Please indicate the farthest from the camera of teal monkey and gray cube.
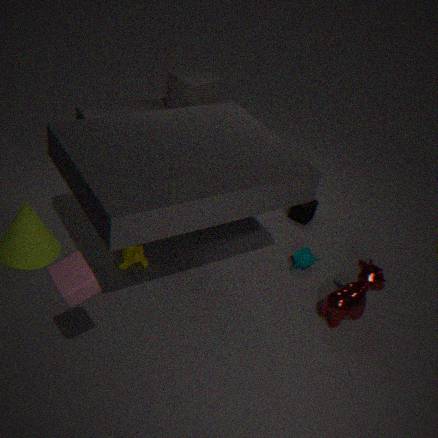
gray cube
